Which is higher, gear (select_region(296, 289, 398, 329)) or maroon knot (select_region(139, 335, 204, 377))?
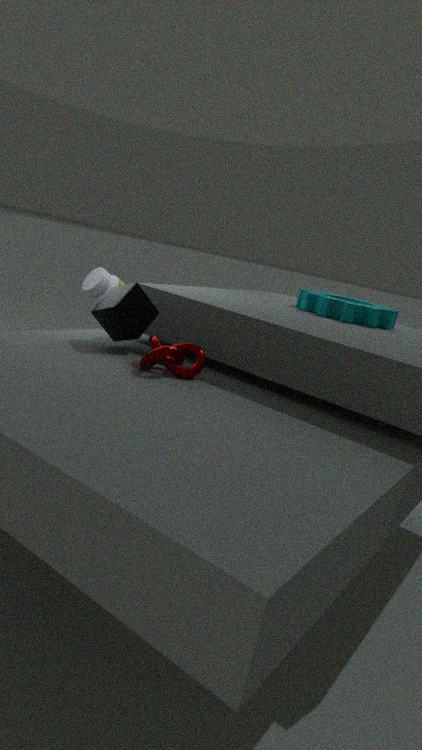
gear (select_region(296, 289, 398, 329))
